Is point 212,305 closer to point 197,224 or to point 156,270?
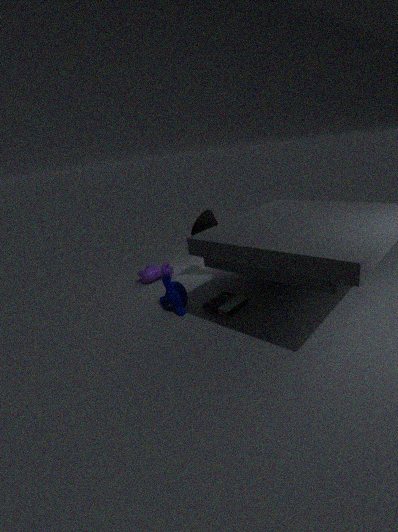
point 197,224
